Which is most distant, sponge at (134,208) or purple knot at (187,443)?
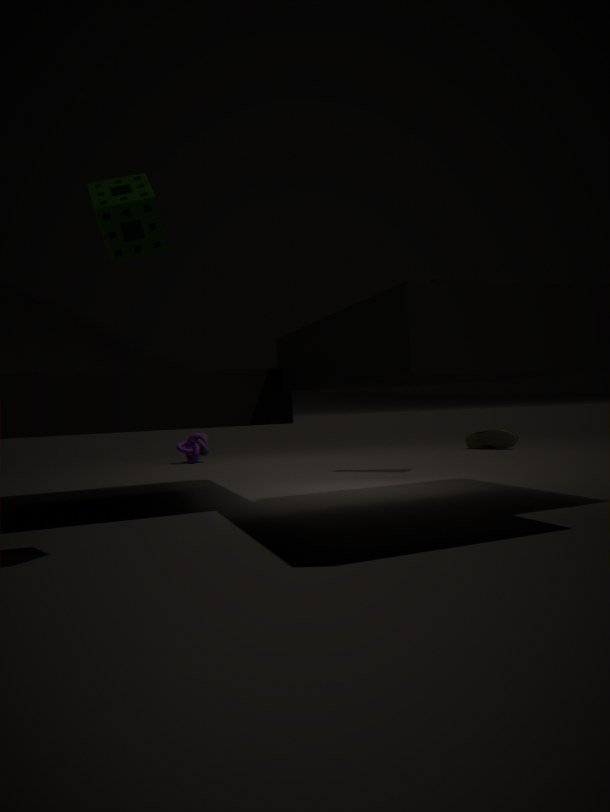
purple knot at (187,443)
